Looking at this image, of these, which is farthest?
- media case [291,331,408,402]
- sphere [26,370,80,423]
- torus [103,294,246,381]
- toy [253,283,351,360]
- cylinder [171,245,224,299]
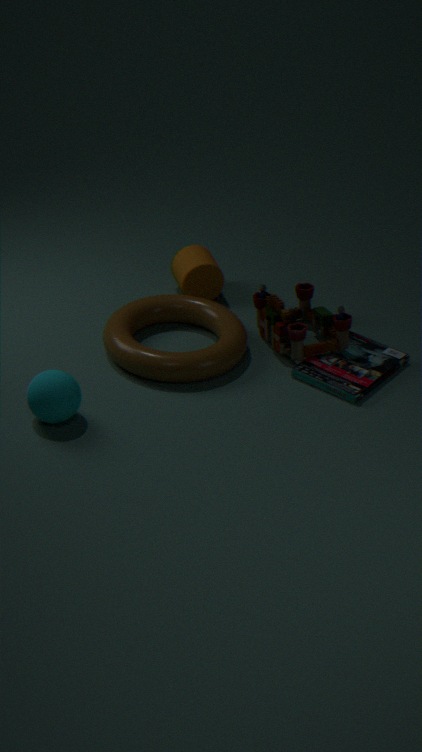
cylinder [171,245,224,299]
